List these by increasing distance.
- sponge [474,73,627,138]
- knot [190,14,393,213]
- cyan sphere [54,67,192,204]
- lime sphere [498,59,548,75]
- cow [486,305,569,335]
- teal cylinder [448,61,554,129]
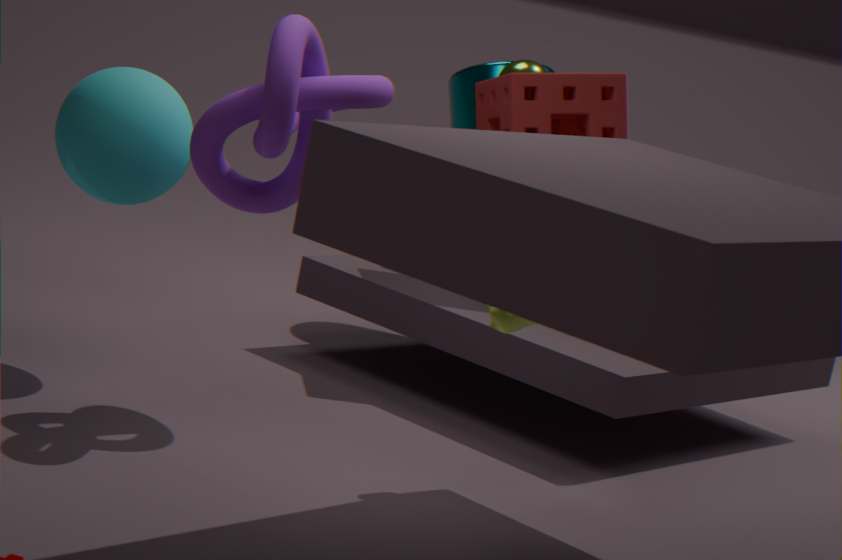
knot [190,14,393,213], cow [486,305,569,335], cyan sphere [54,67,192,204], sponge [474,73,627,138], lime sphere [498,59,548,75], teal cylinder [448,61,554,129]
